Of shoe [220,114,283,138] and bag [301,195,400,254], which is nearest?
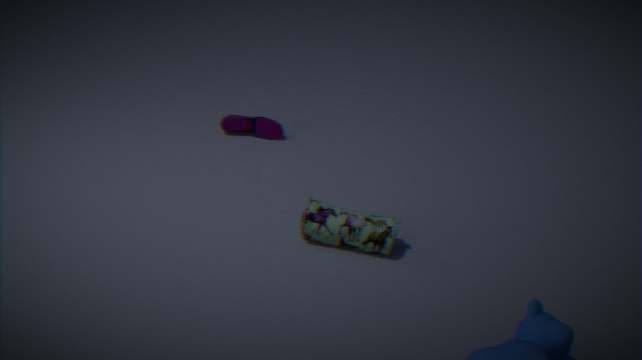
bag [301,195,400,254]
